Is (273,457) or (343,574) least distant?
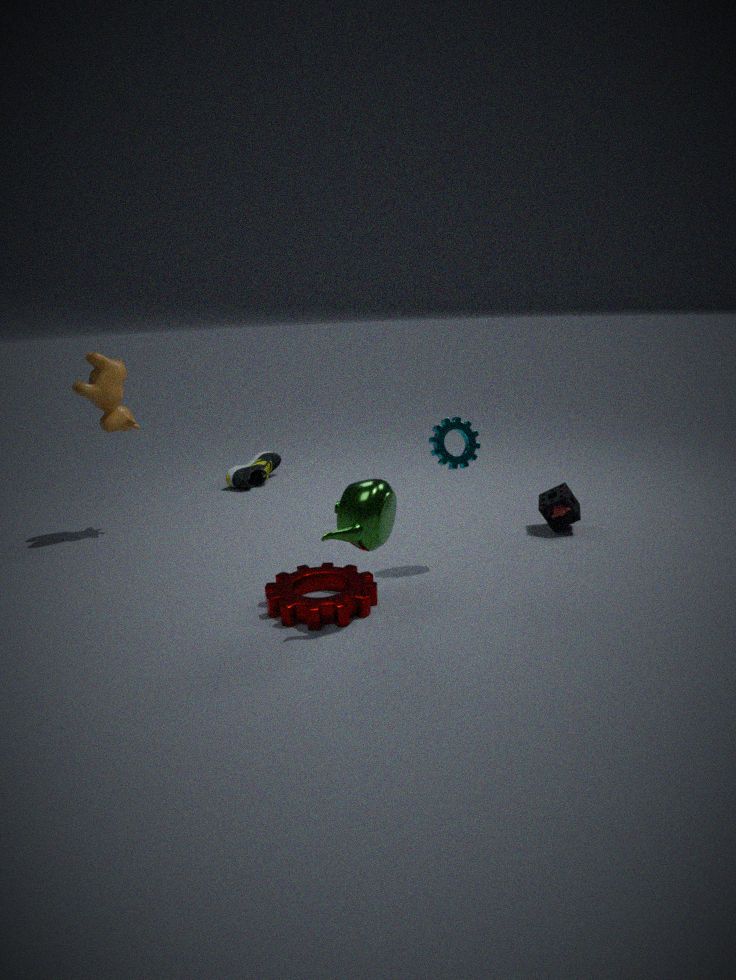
(343,574)
